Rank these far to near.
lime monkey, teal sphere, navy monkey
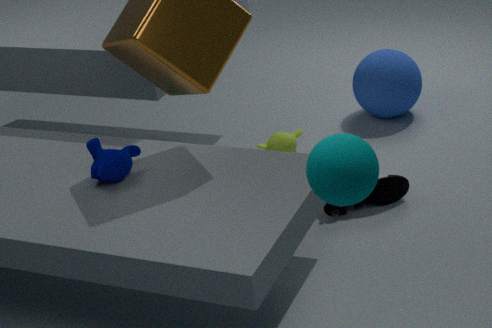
1. lime monkey
2. navy monkey
3. teal sphere
